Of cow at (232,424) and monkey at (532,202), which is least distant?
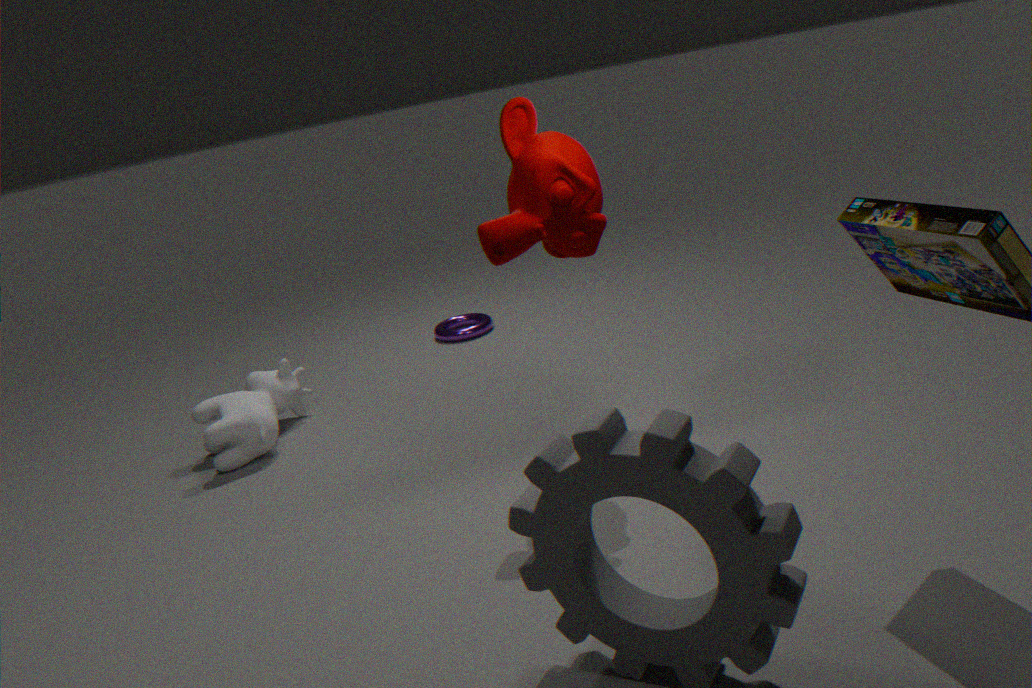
monkey at (532,202)
